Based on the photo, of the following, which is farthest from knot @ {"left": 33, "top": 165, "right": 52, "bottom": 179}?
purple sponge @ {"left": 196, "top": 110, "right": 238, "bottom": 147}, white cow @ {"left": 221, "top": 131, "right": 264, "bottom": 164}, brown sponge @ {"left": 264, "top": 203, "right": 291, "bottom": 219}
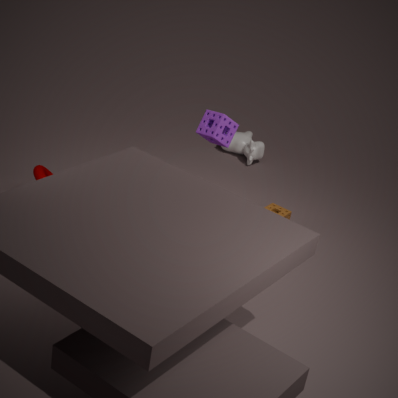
white cow @ {"left": 221, "top": 131, "right": 264, "bottom": 164}
